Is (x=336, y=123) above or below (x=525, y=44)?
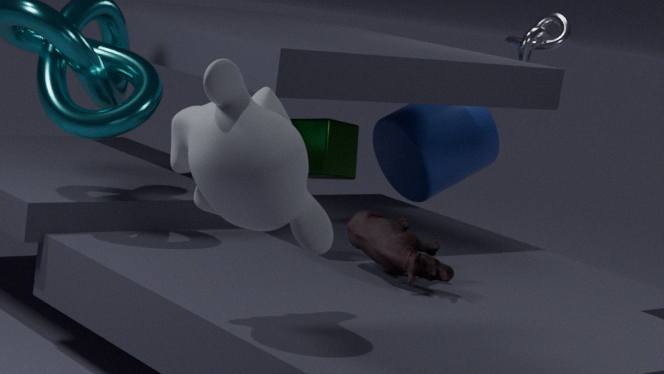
below
